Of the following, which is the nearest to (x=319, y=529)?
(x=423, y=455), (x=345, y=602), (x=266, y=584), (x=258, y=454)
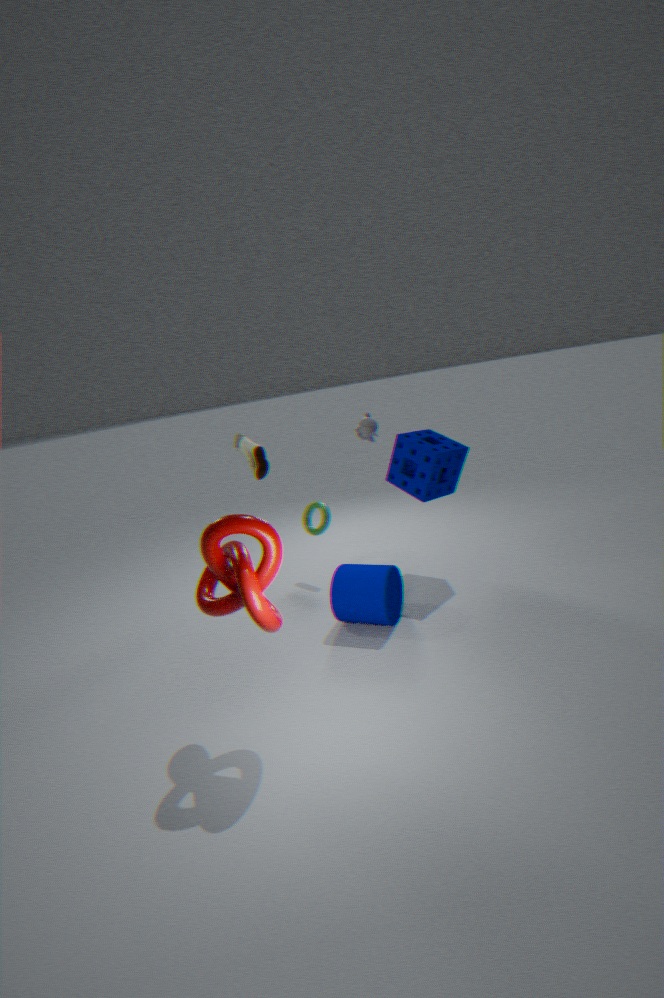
(x=258, y=454)
